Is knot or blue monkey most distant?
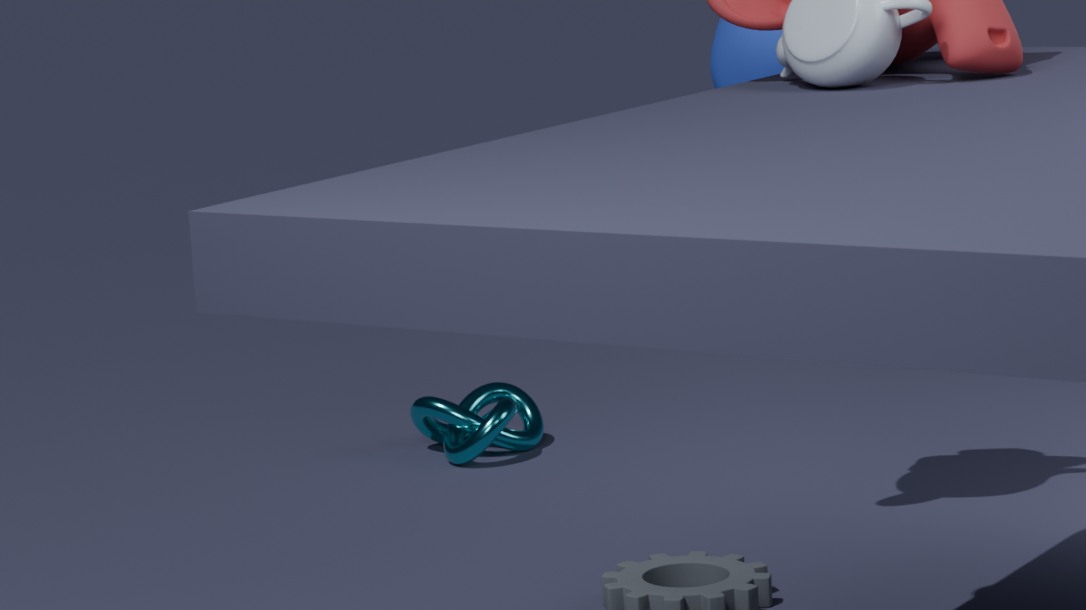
knot
